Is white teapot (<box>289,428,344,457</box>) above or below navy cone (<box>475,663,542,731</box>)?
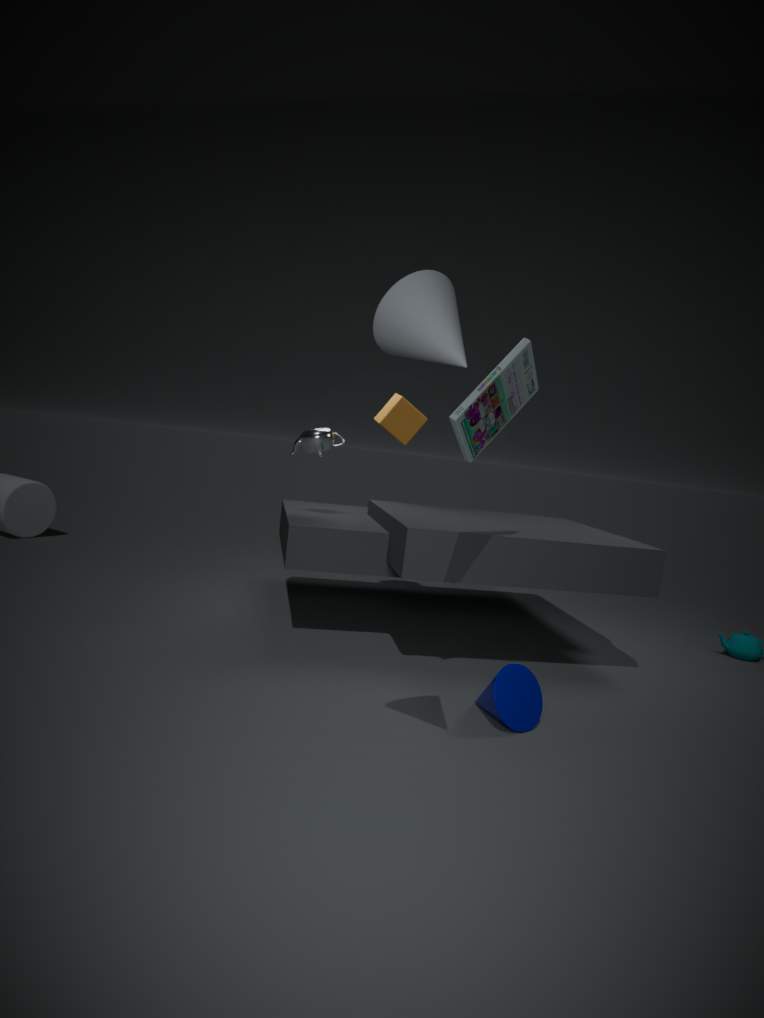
above
